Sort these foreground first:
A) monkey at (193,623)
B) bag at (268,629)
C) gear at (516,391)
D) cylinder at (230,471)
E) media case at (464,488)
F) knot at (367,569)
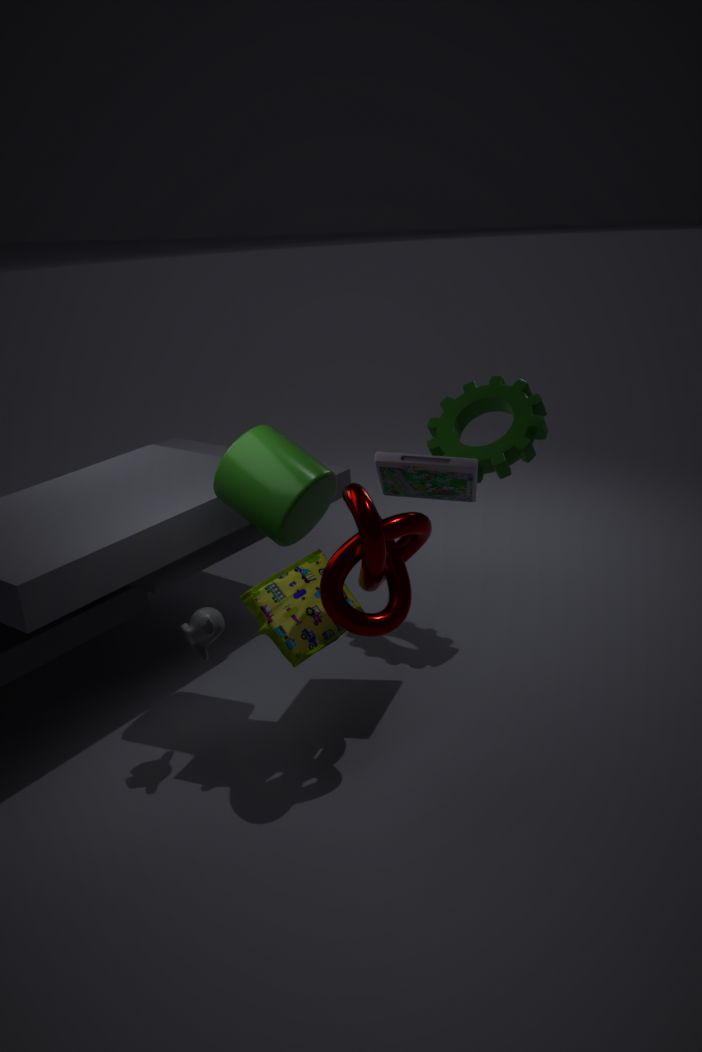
knot at (367,569) → bag at (268,629) → monkey at (193,623) → cylinder at (230,471) → media case at (464,488) → gear at (516,391)
